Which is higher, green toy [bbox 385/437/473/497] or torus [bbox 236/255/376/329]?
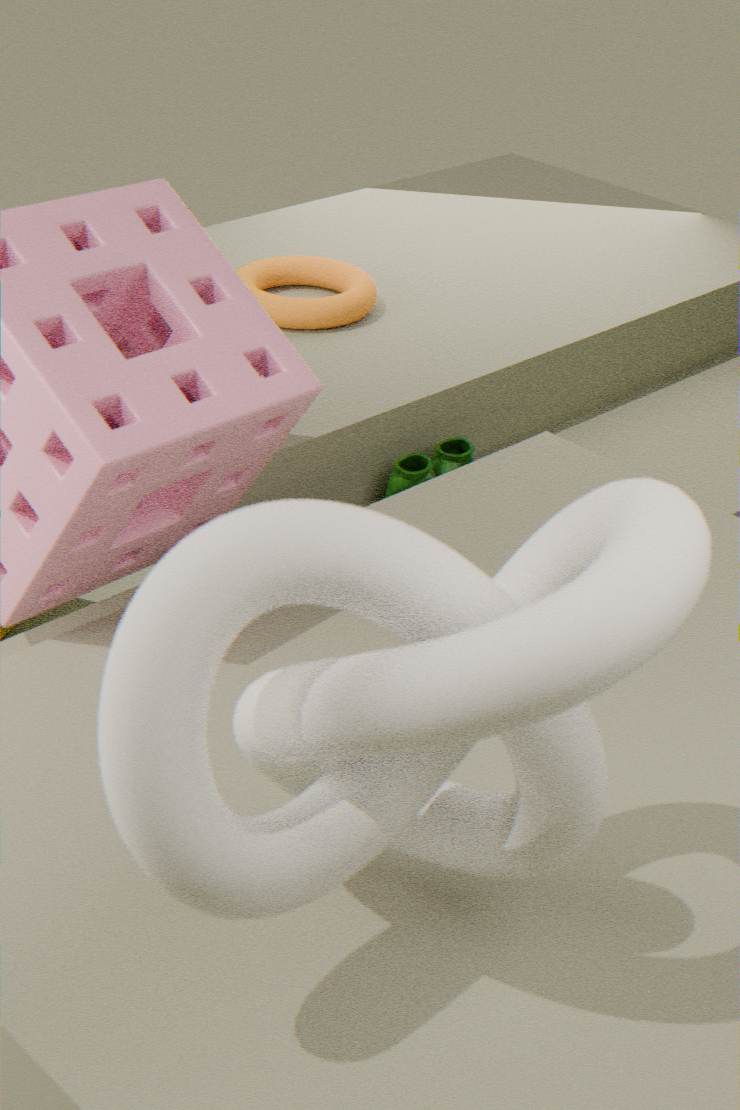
torus [bbox 236/255/376/329]
